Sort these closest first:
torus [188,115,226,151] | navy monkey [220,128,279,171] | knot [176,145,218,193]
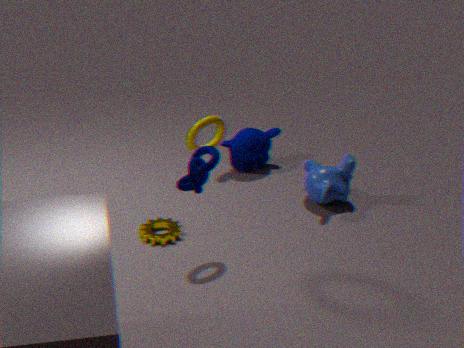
1. knot [176,145,218,193]
2. torus [188,115,226,151]
3. navy monkey [220,128,279,171]
